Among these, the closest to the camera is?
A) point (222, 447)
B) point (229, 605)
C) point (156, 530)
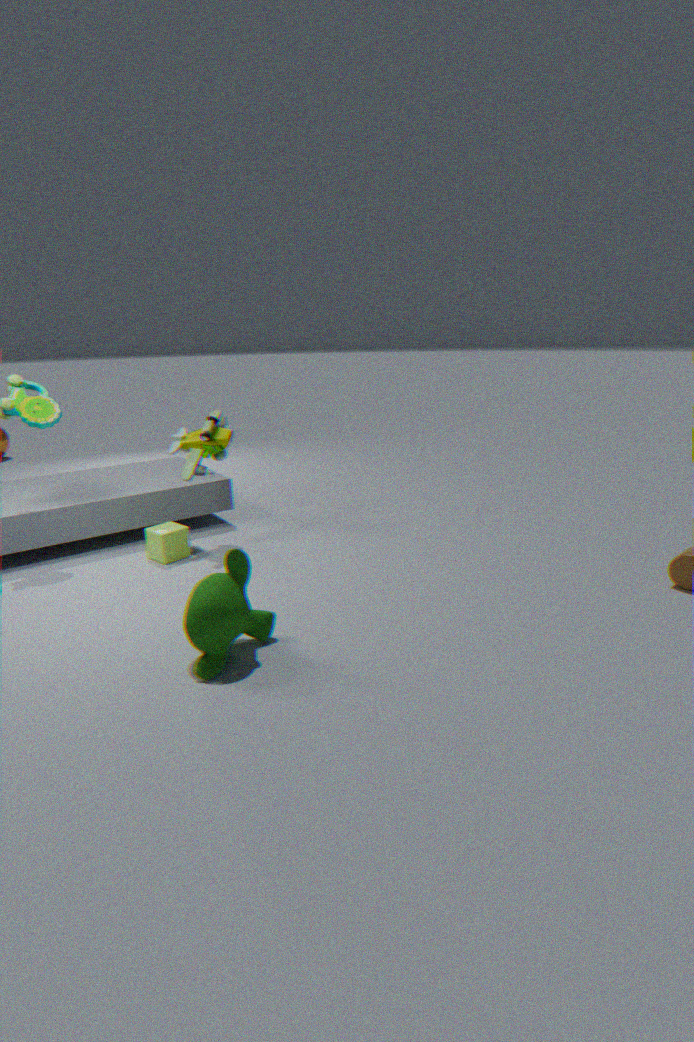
point (229, 605)
